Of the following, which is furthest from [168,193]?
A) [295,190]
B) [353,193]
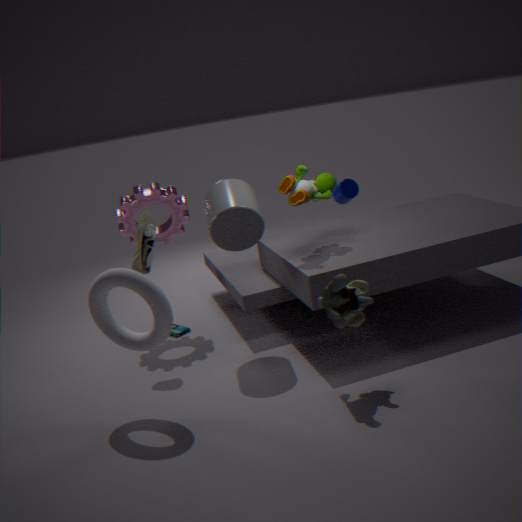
[353,193]
